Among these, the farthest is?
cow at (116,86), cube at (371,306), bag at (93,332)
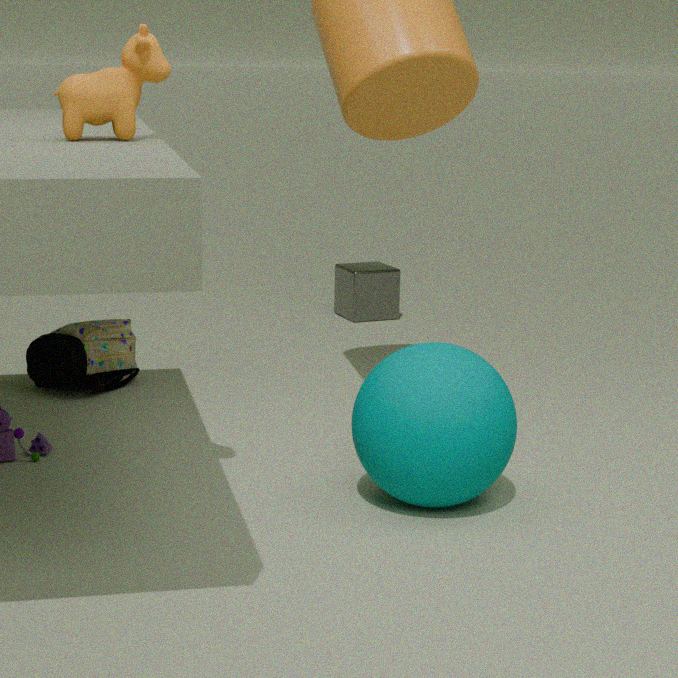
cube at (371,306)
